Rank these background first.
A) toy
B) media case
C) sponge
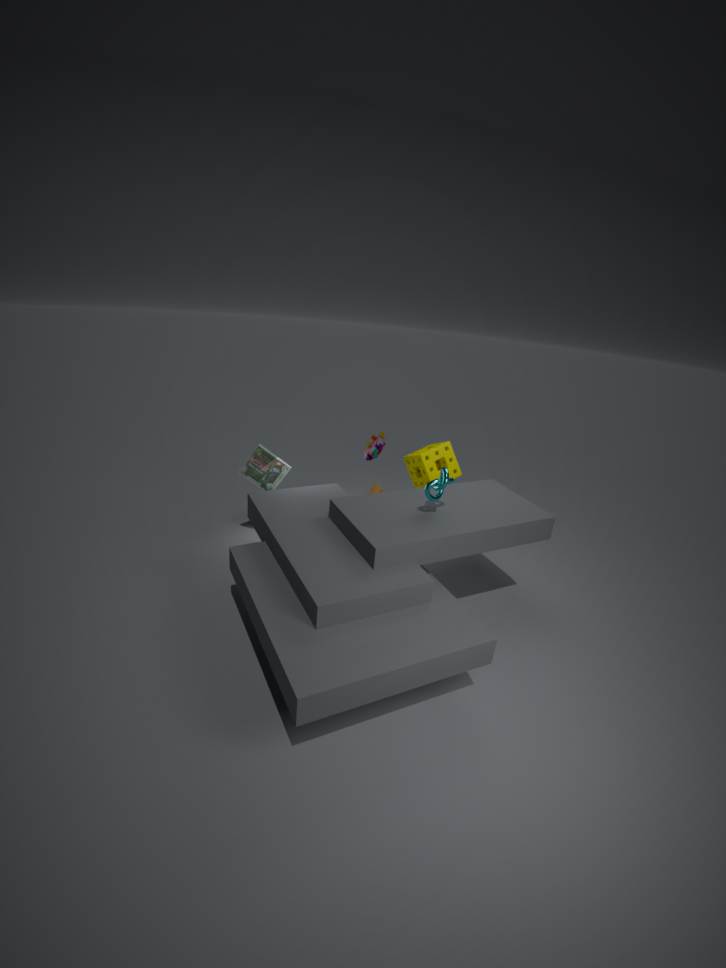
toy, sponge, media case
